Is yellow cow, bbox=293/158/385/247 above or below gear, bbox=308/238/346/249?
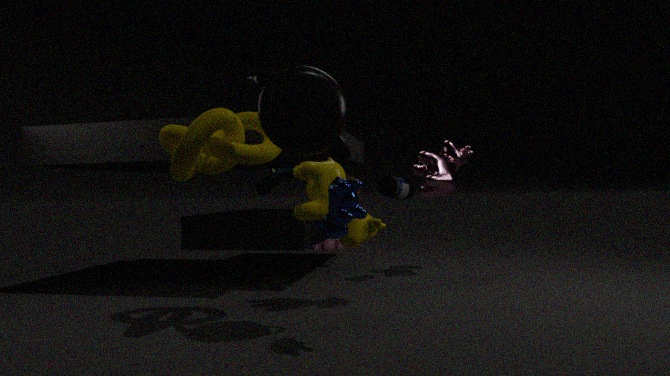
above
